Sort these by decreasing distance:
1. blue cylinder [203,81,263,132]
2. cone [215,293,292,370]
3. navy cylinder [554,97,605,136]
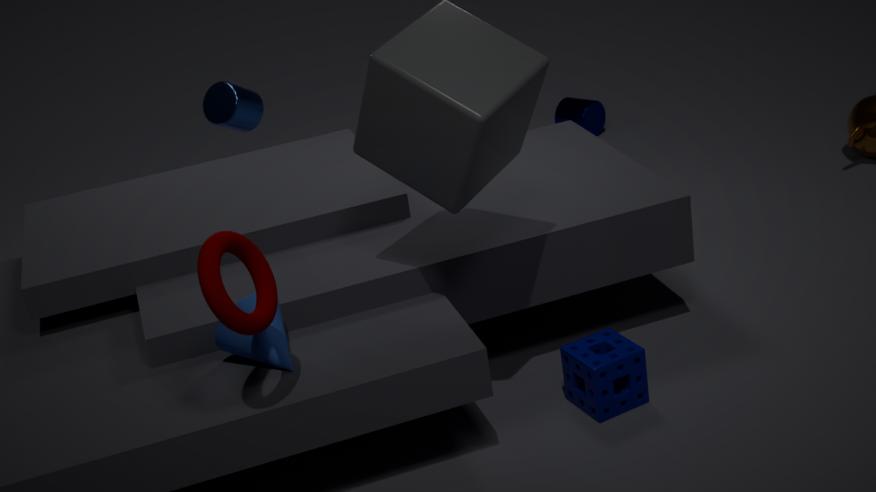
navy cylinder [554,97,605,136], blue cylinder [203,81,263,132], cone [215,293,292,370]
